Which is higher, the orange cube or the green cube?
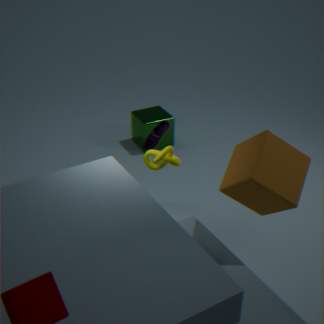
the orange cube
